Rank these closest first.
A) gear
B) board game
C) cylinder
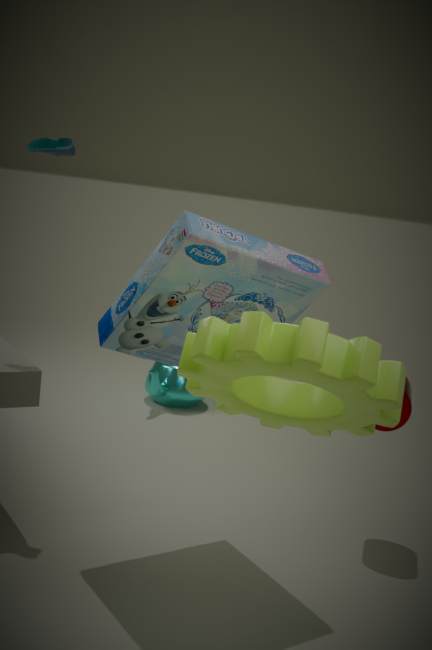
gear, board game, cylinder
